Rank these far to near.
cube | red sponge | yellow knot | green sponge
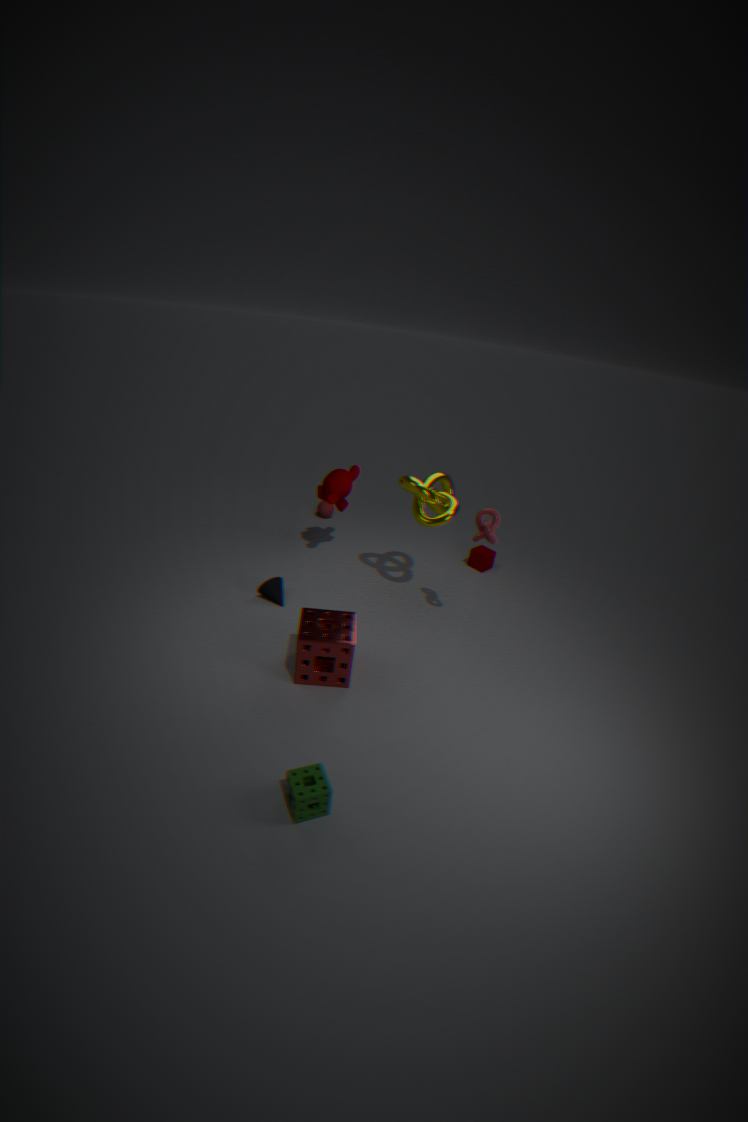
cube, yellow knot, red sponge, green sponge
